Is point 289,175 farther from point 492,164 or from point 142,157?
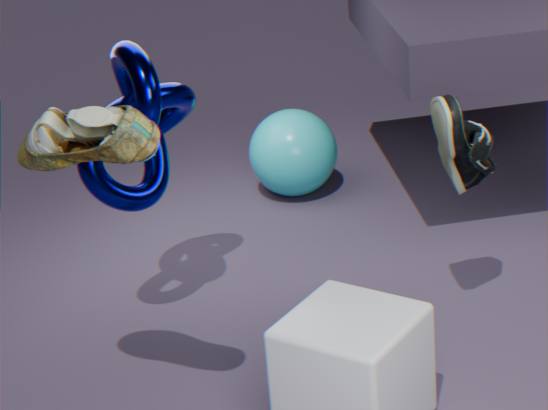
point 142,157
